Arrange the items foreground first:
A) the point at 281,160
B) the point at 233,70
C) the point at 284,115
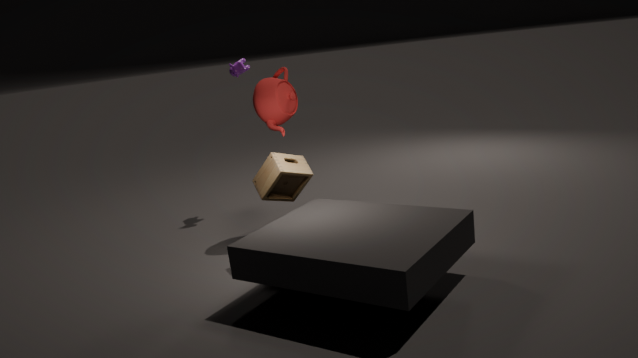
1. the point at 281,160
2. the point at 284,115
3. the point at 233,70
